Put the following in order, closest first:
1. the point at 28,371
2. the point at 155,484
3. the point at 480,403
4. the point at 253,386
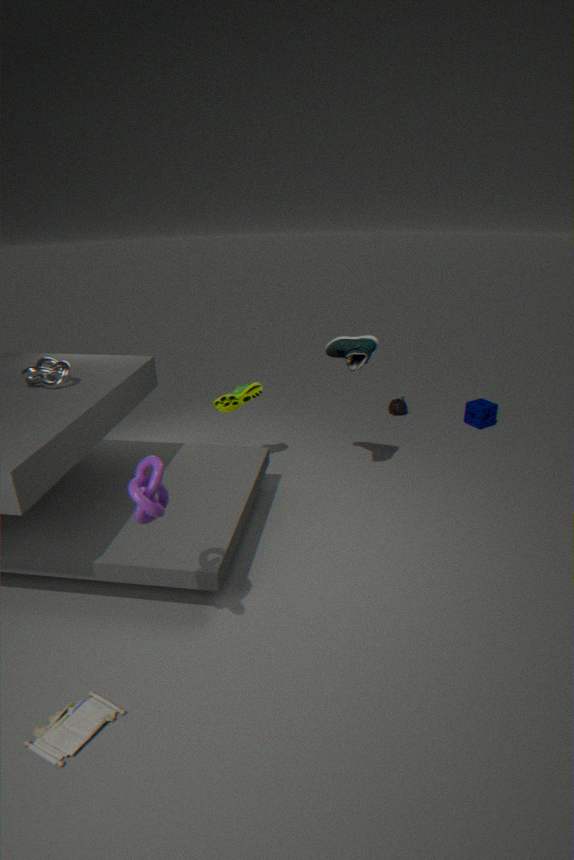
1. the point at 155,484
2. the point at 28,371
3. the point at 253,386
4. the point at 480,403
